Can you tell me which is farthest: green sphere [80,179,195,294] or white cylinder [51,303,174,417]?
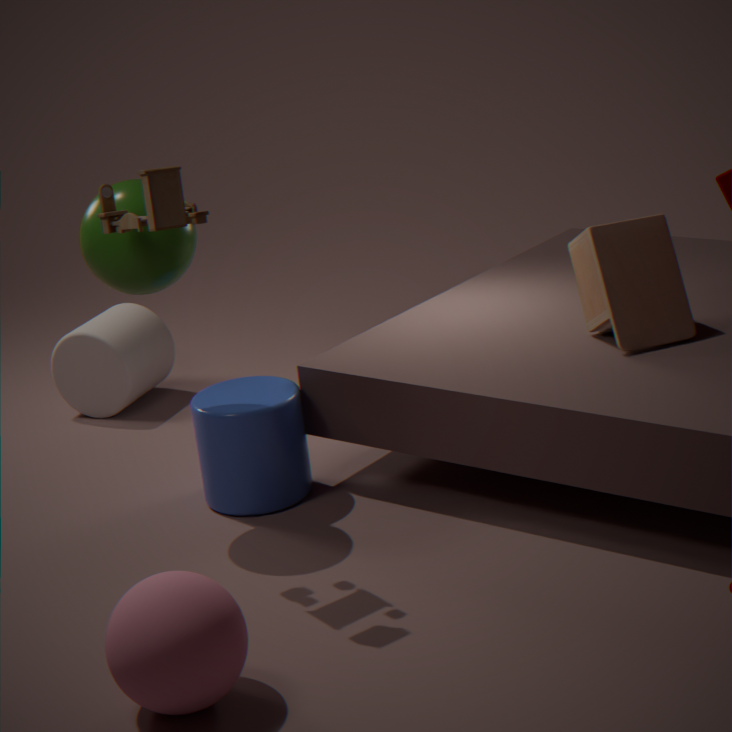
white cylinder [51,303,174,417]
